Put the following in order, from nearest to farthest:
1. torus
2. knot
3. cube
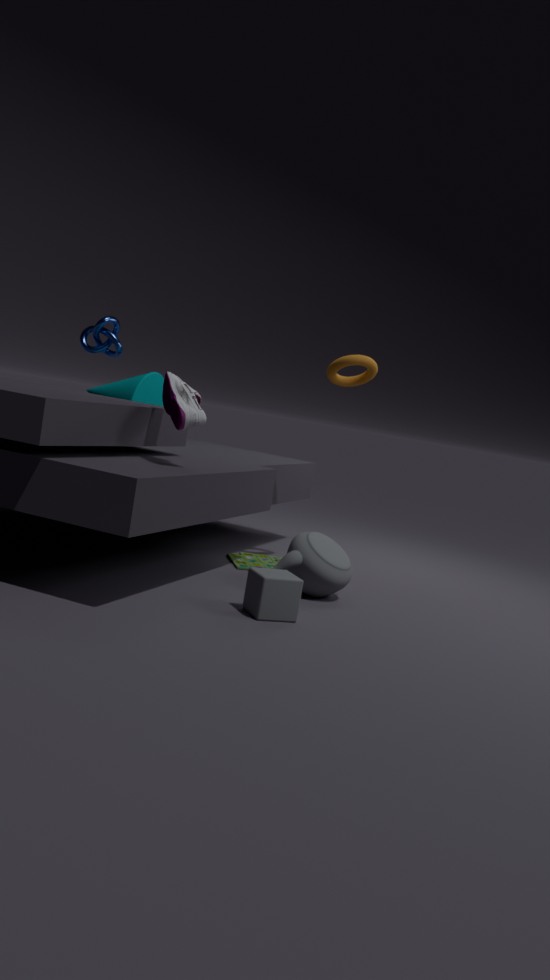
cube < torus < knot
